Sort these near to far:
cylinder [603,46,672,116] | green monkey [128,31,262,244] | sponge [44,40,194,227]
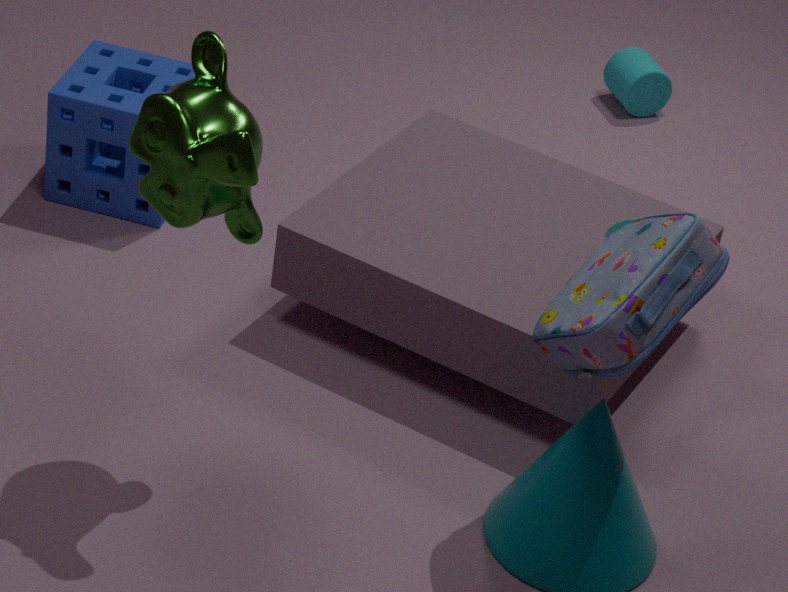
green monkey [128,31,262,244]
sponge [44,40,194,227]
cylinder [603,46,672,116]
